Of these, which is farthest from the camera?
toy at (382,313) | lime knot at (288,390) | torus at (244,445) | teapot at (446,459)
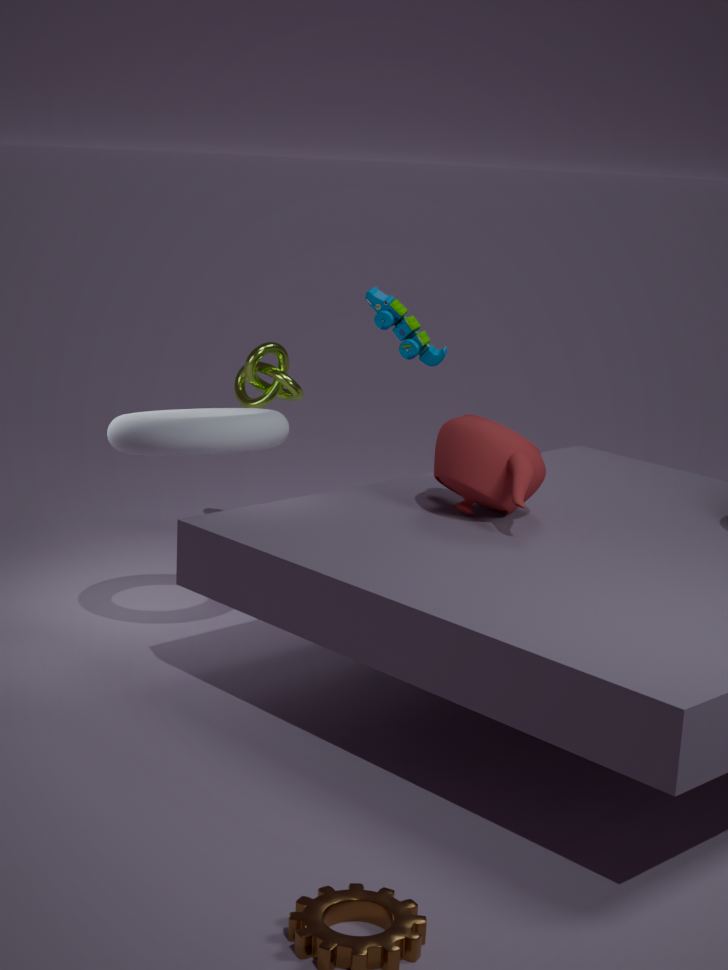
lime knot at (288,390)
